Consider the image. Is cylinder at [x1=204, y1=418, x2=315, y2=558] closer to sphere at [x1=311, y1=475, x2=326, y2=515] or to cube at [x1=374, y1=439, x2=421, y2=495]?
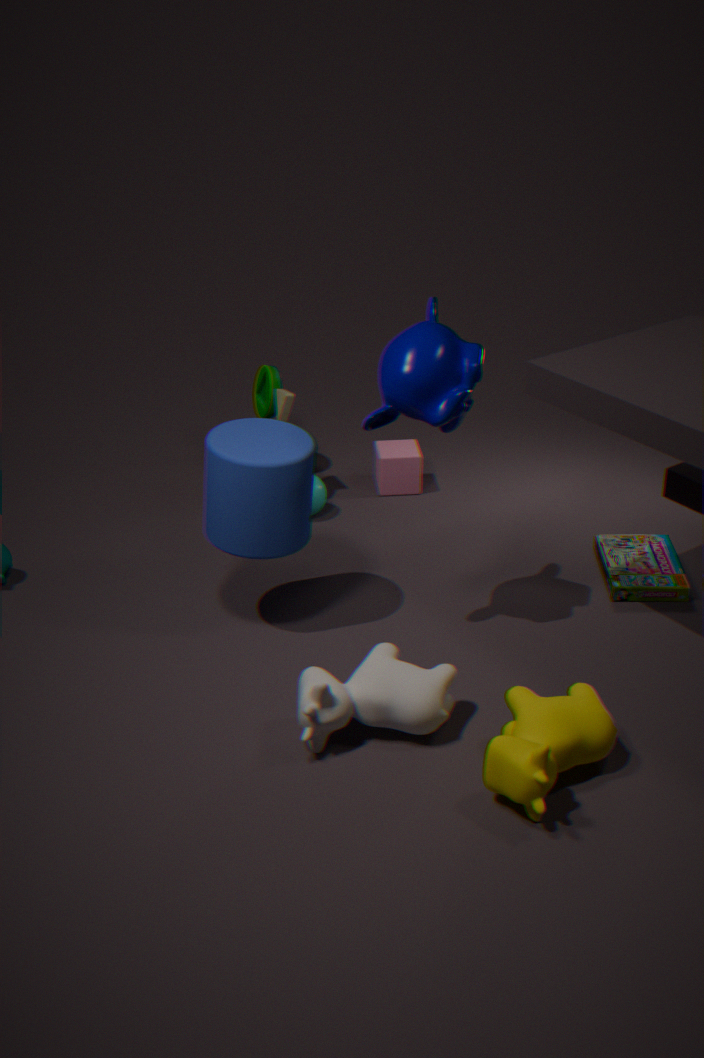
sphere at [x1=311, y1=475, x2=326, y2=515]
